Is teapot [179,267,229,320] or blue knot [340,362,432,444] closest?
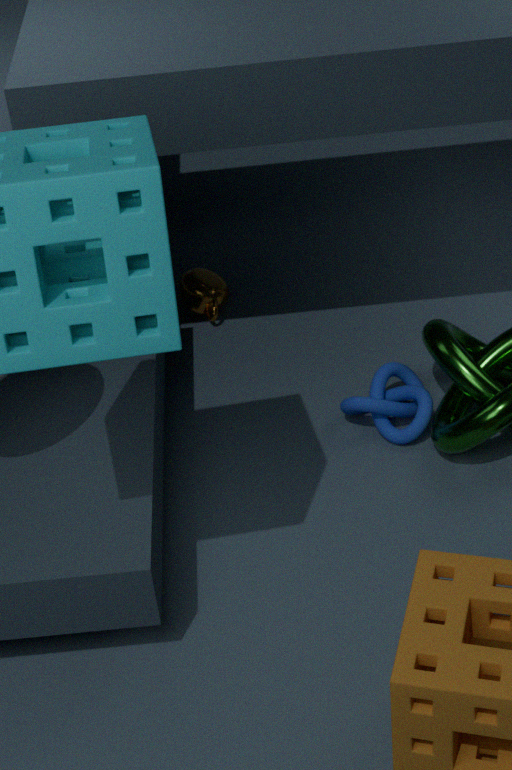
blue knot [340,362,432,444]
